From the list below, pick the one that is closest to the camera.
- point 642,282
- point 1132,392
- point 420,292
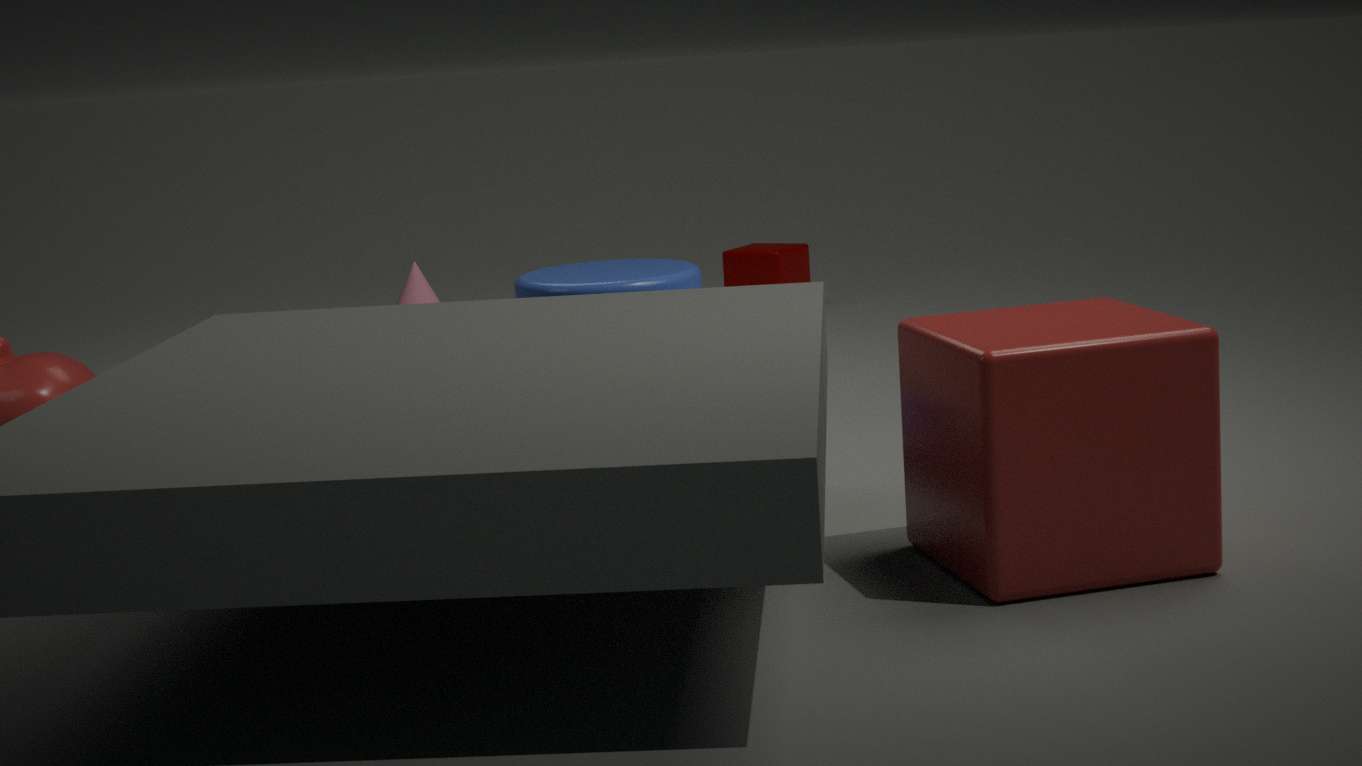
point 1132,392
